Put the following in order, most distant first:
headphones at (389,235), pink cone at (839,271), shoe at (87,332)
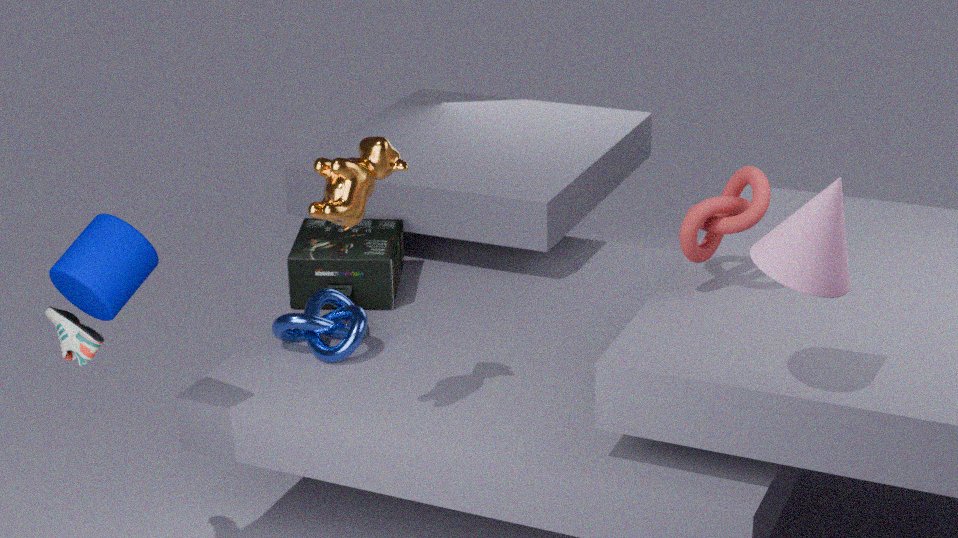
headphones at (389,235)
shoe at (87,332)
pink cone at (839,271)
